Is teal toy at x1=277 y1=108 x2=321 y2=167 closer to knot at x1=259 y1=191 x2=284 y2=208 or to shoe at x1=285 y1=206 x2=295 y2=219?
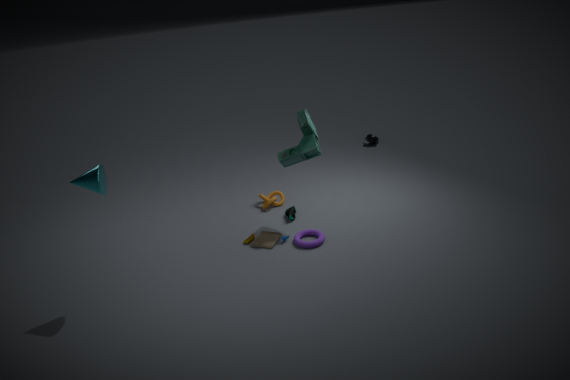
shoe at x1=285 y1=206 x2=295 y2=219
